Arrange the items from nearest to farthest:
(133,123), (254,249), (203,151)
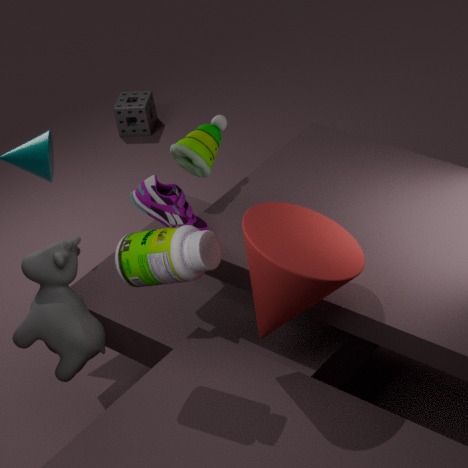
1. (254,249)
2. (203,151)
3. (133,123)
